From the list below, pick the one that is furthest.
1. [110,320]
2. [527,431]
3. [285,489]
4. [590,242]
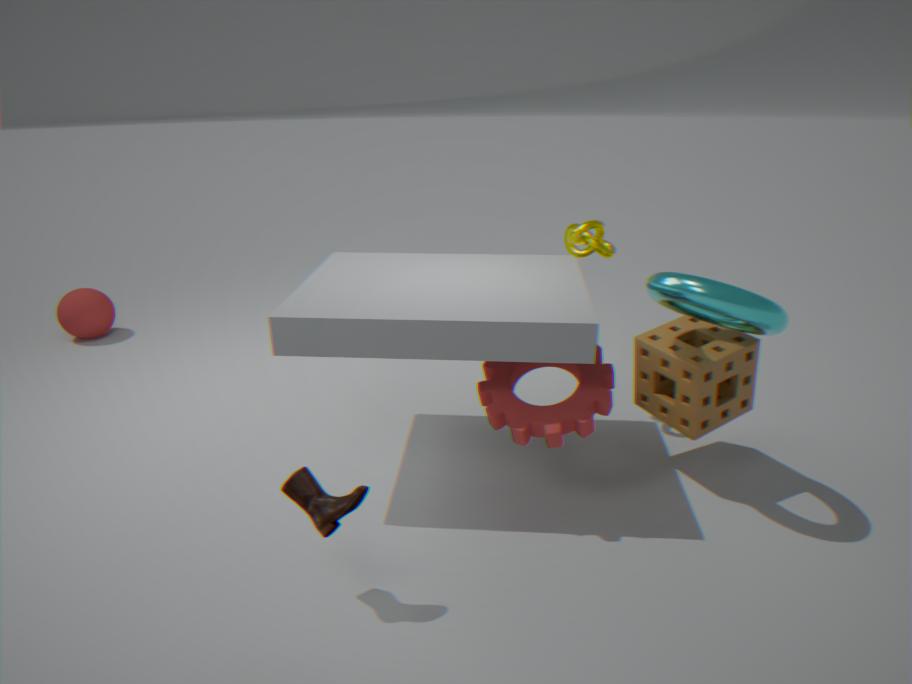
[110,320]
